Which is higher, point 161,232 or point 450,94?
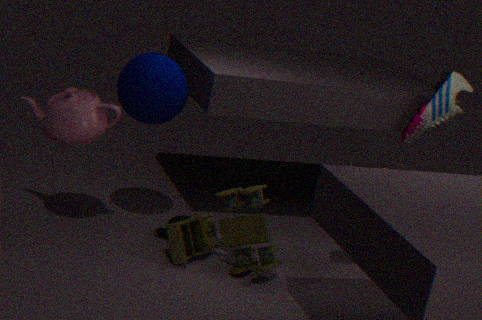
point 450,94
